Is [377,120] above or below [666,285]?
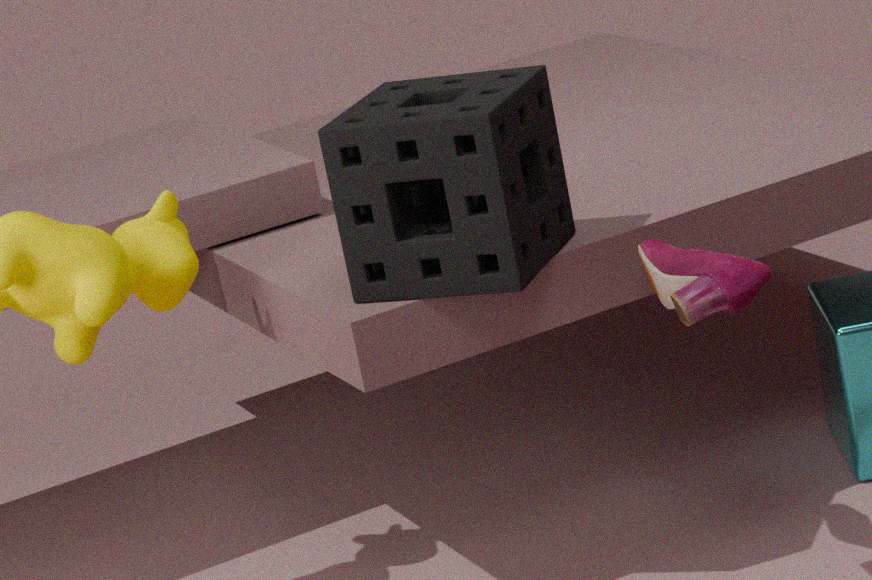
above
